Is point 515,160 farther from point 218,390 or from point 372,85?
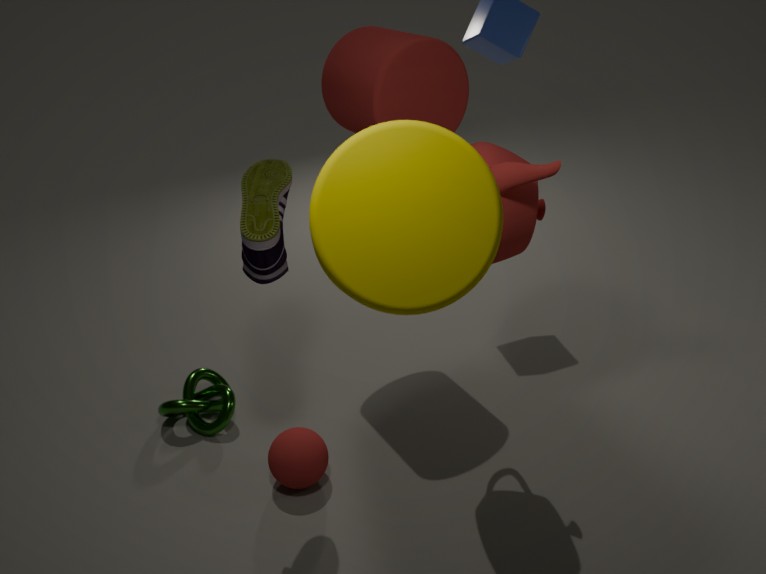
point 218,390
